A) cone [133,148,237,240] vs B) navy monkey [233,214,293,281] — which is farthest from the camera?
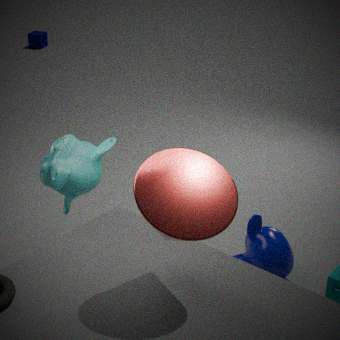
B. navy monkey [233,214,293,281]
